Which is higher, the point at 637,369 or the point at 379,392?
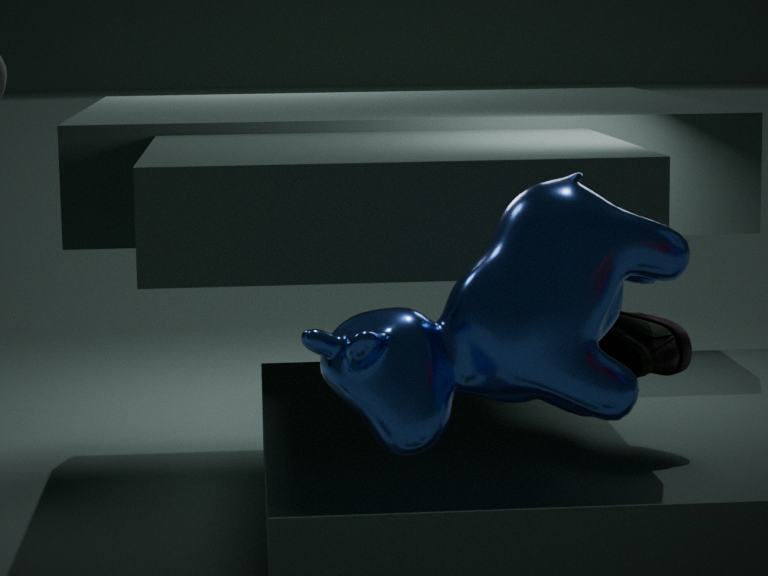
the point at 379,392
